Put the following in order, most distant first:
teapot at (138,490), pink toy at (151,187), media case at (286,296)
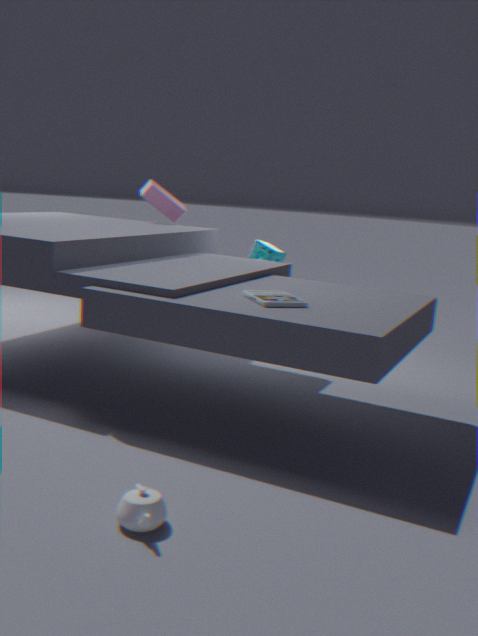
1. pink toy at (151,187)
2. media case at (286,296)
3. teapot at (138,490)
